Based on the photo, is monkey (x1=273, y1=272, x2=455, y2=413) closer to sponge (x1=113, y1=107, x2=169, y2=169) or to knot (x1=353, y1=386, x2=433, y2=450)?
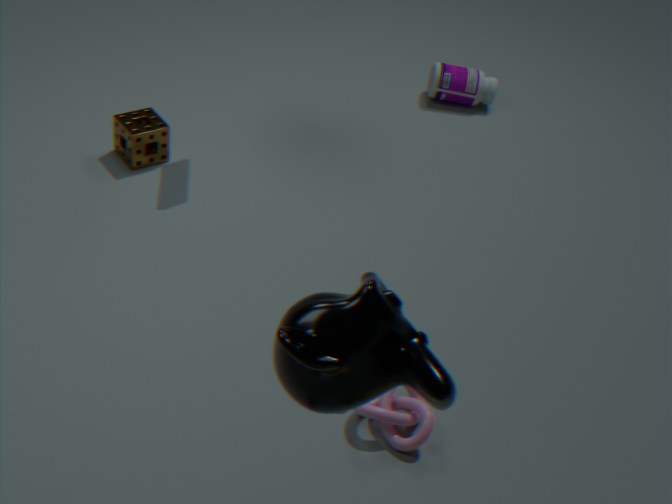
knot (x1=353, y1=386, x2=433, y2=450)
